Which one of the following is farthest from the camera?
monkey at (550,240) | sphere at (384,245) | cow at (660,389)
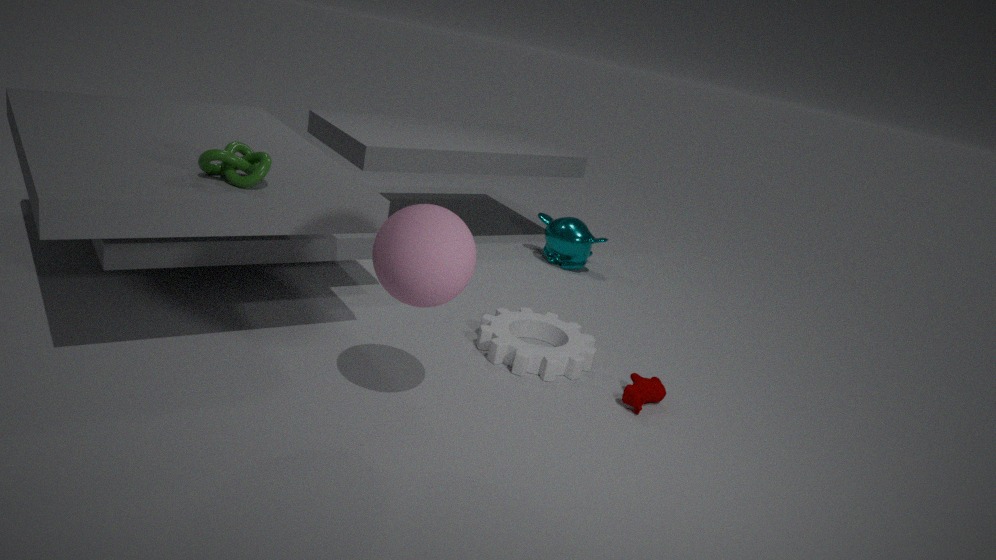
monkey at (550,240)
